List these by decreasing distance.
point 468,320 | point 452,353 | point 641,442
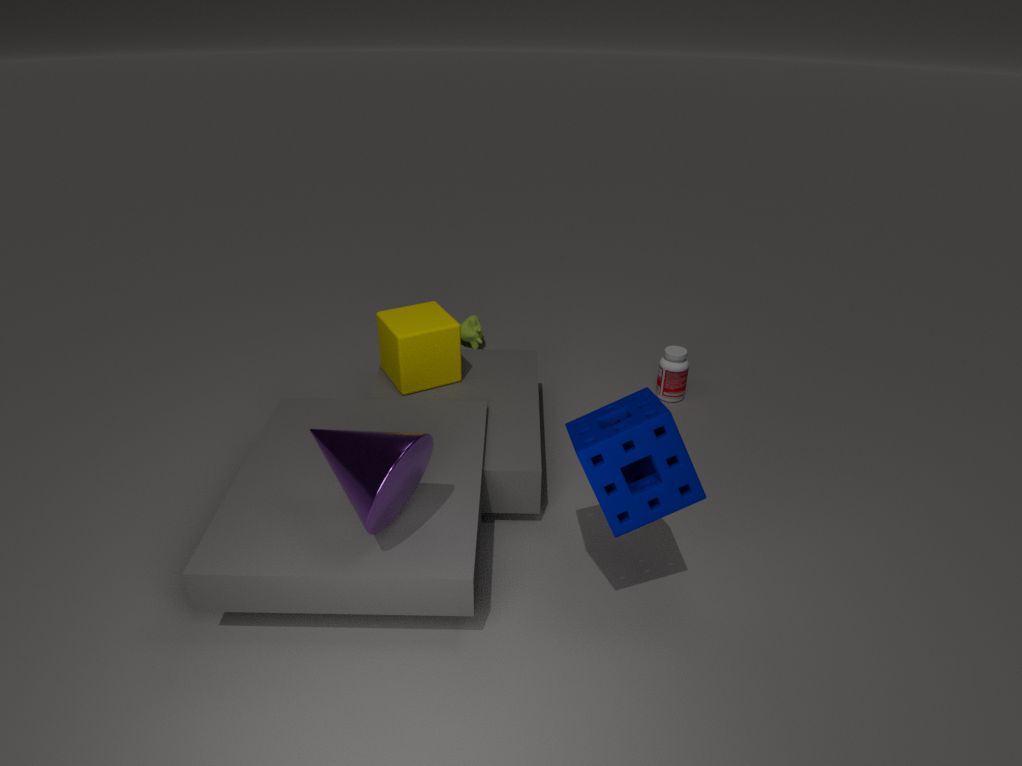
1. point 468,320
2. point 452,353
3. point 641,442
